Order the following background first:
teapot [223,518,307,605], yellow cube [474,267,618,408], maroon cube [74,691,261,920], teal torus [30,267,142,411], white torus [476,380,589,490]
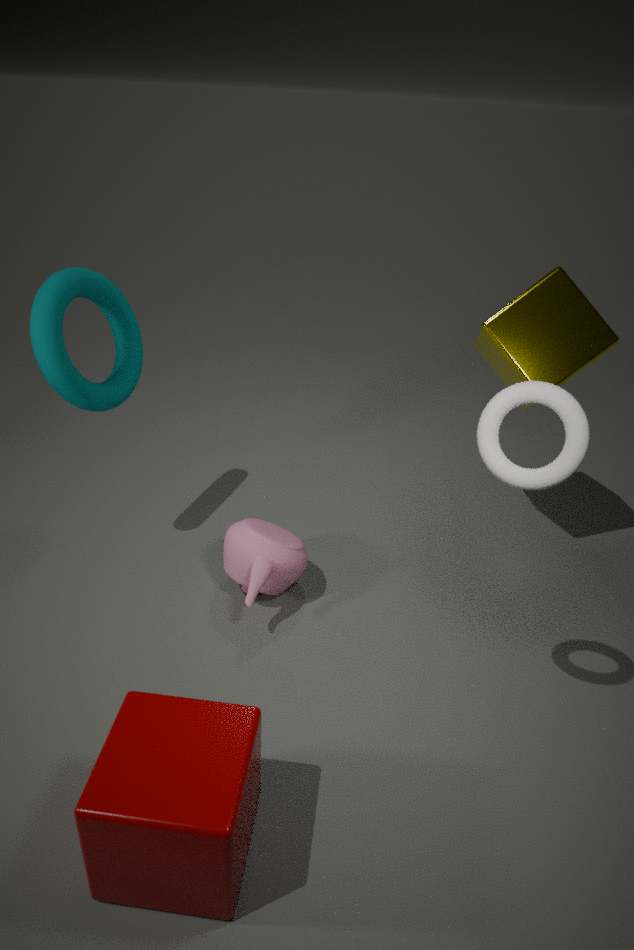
yellow cube [474,267,618,408] < teapot [223,518,307,605] < teal torus [30,267,142,411] < white torus [476,380,589,490] < maroon cube [74,691,261,920]
